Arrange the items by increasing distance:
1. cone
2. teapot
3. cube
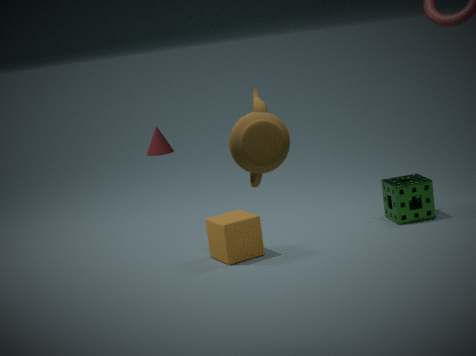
teapot → cube → cone
